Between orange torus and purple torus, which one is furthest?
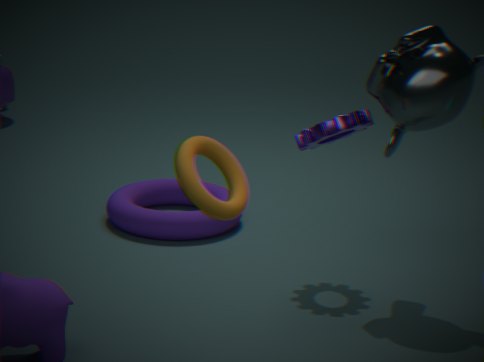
purple torus
